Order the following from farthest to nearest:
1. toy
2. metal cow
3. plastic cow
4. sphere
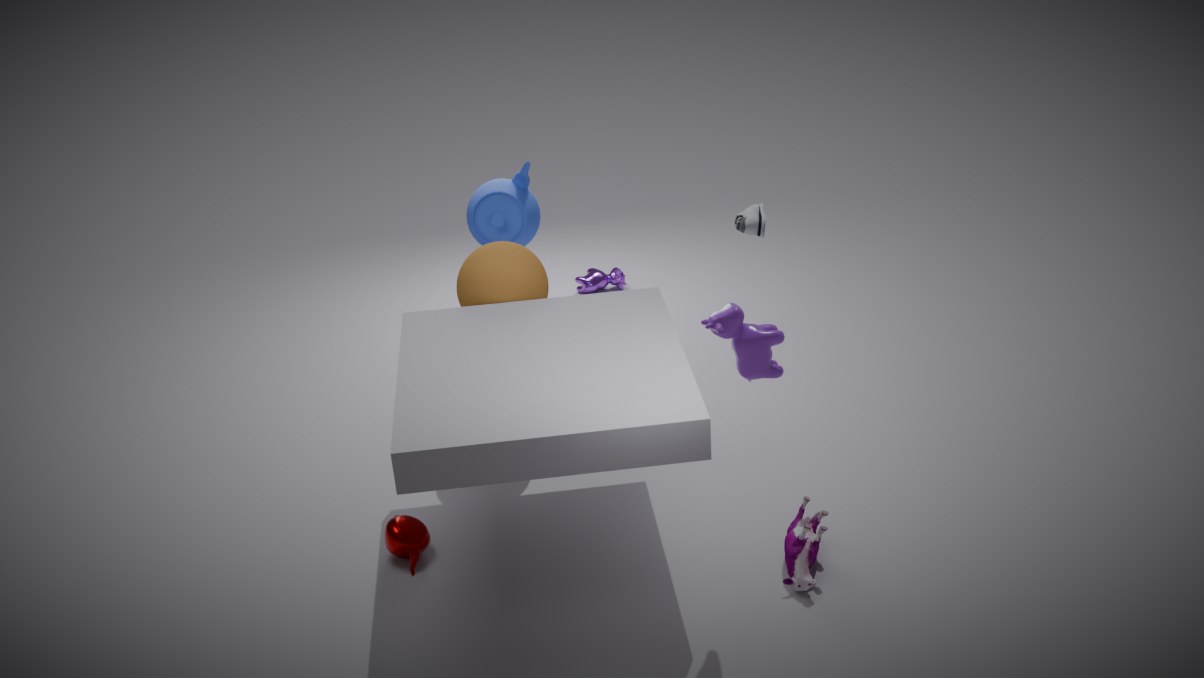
metal cow
sphere
toy
plastic cow
